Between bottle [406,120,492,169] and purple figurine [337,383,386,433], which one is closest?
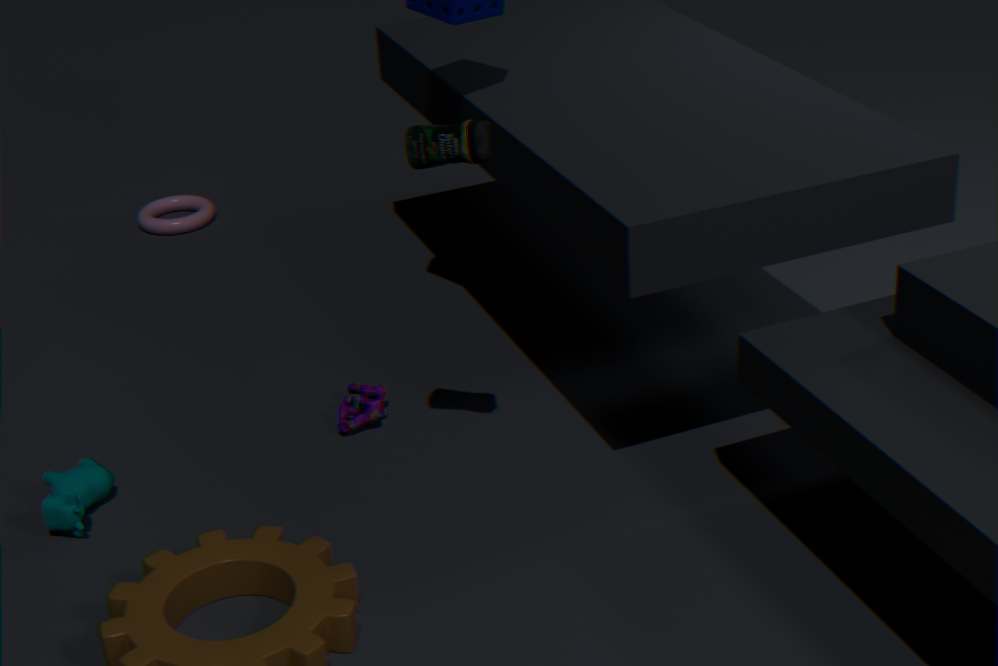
bottle [406,120,492,169]
